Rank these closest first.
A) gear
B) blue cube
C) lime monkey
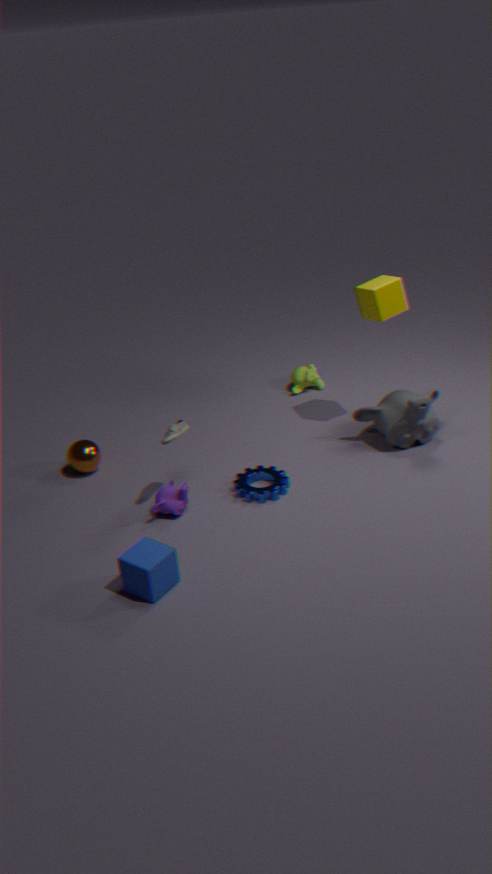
blue cube, gear, lime monkey
